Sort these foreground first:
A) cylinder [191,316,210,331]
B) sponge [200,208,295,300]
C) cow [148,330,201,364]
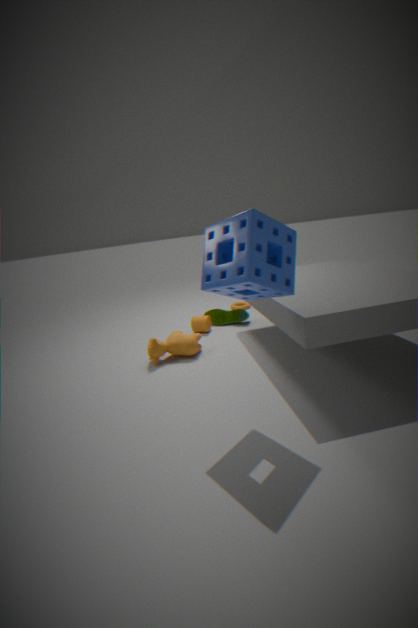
sponge [200,208,295,300] → cow [148,330,201,364] → cylinder [191,316,210,331]
